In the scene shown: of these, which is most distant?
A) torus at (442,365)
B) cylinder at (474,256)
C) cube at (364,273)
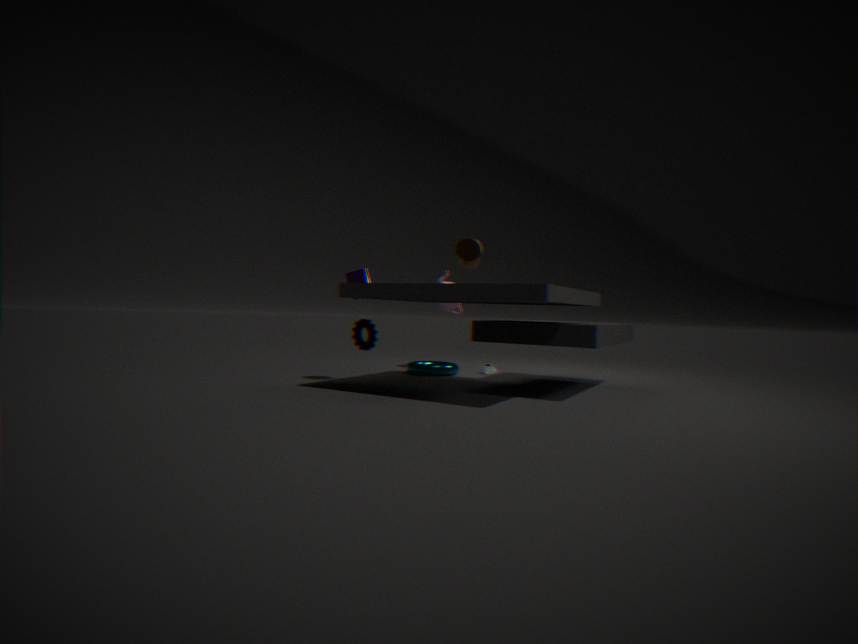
torus at (442,365)
